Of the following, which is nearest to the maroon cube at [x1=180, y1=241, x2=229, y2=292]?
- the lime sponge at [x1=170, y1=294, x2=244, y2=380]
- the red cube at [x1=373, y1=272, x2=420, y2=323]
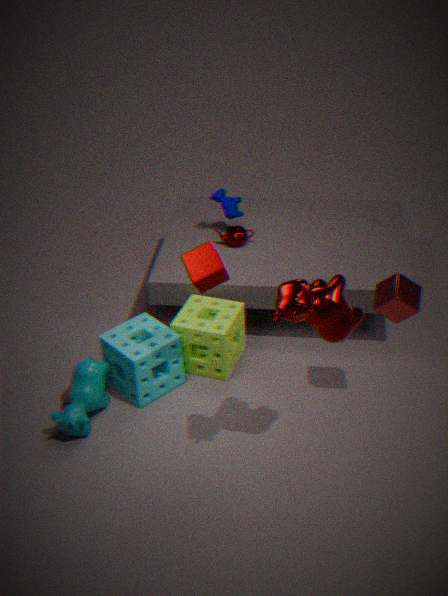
the lime sponge at [x1=170, y1=294, x2=244, y2=380]
